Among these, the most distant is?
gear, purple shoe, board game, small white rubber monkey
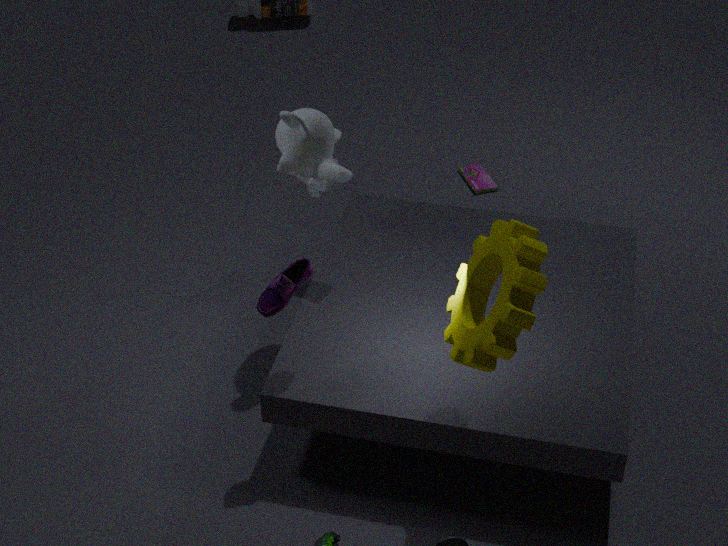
board game
